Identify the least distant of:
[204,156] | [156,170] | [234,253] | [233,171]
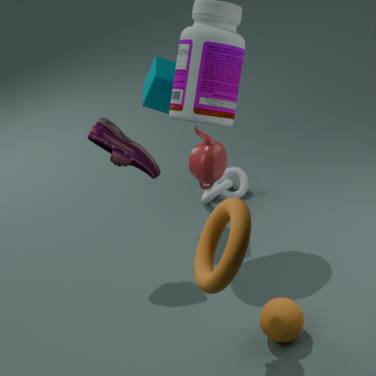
[234,253]
